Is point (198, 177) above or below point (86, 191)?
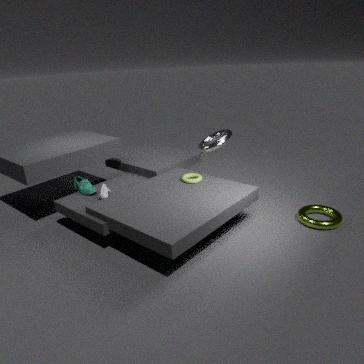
above
